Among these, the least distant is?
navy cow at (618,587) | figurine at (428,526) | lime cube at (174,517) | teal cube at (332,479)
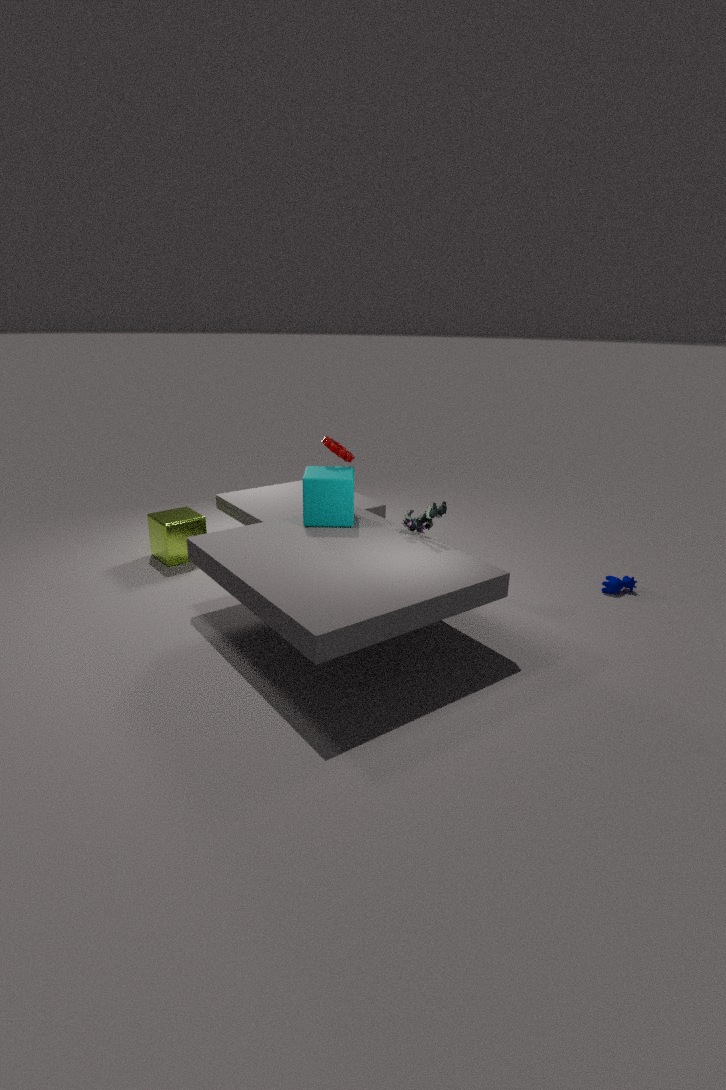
figurine at (428,526)
